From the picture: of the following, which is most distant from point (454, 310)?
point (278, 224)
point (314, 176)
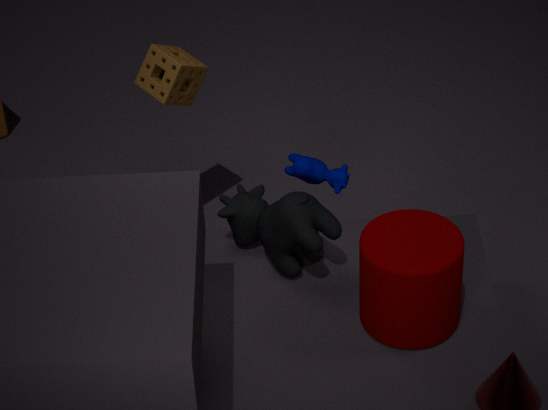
point (314, 176)
